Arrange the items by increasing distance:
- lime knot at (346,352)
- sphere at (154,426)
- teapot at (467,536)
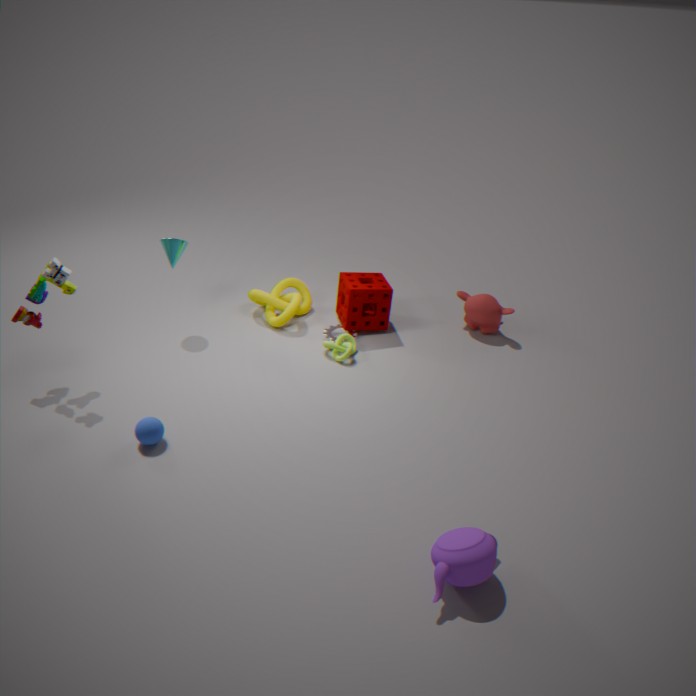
teapot at (467,536) < sphere at (154,426) < lime knot at (346,352)
